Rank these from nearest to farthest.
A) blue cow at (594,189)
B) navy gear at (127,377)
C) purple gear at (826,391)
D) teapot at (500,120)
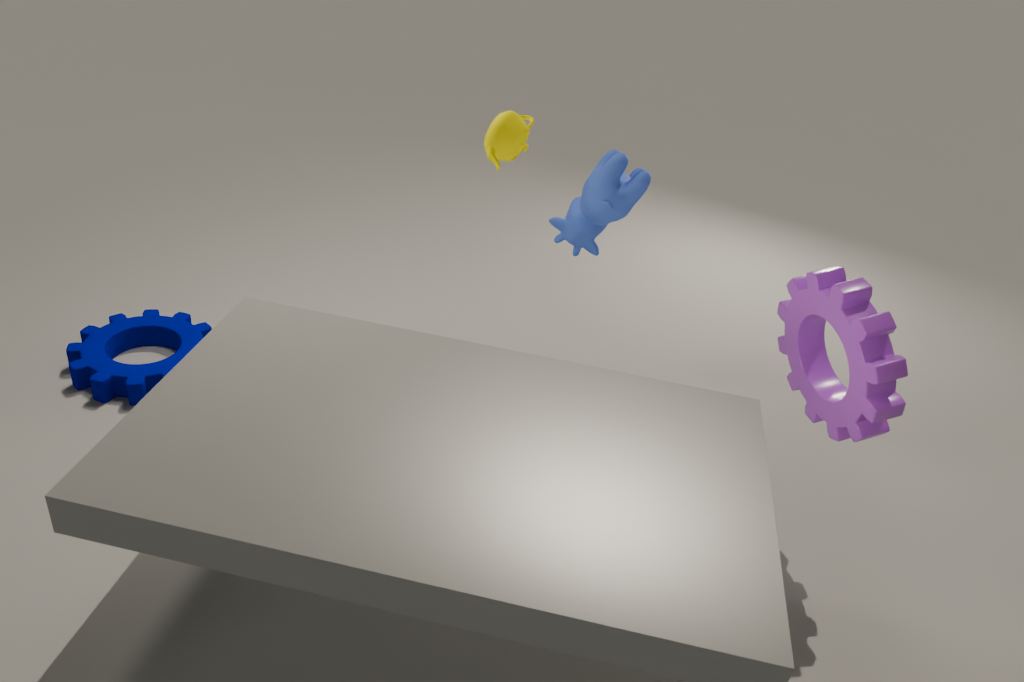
1. purple gear at (826,391)
2. teapot at (500,120)
3. blue cow at (594,189)
4. navy gear at (127,377)
